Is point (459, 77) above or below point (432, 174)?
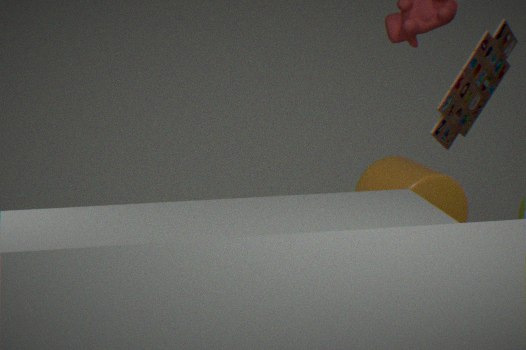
above
